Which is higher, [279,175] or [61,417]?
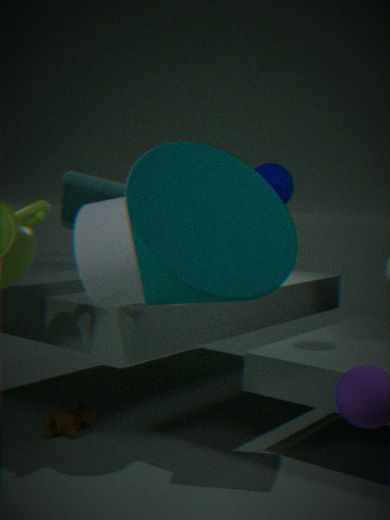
[279,175]
